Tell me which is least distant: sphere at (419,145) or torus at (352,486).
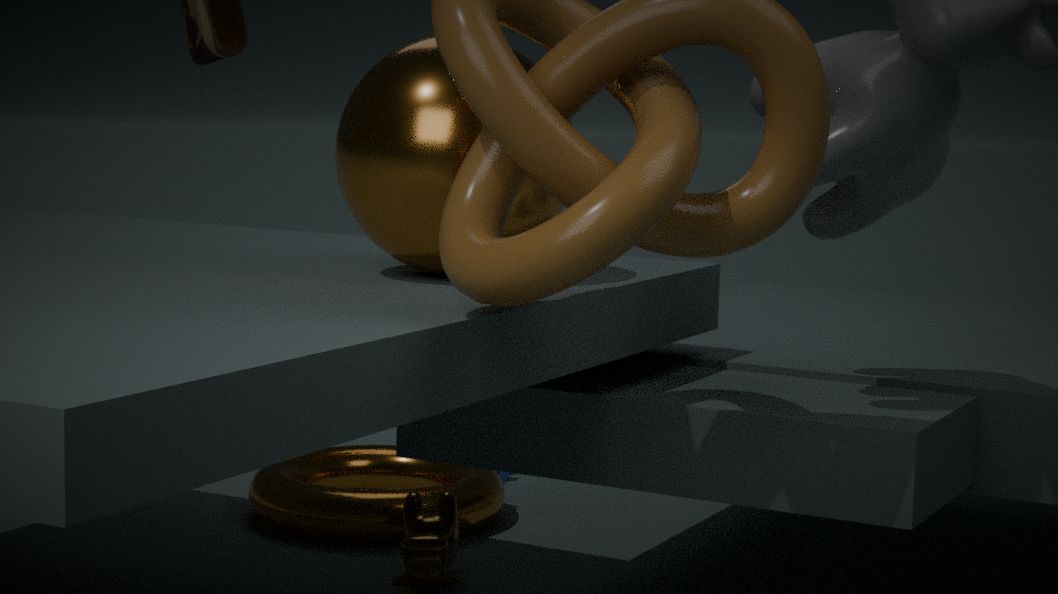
sphere at (419,145)
